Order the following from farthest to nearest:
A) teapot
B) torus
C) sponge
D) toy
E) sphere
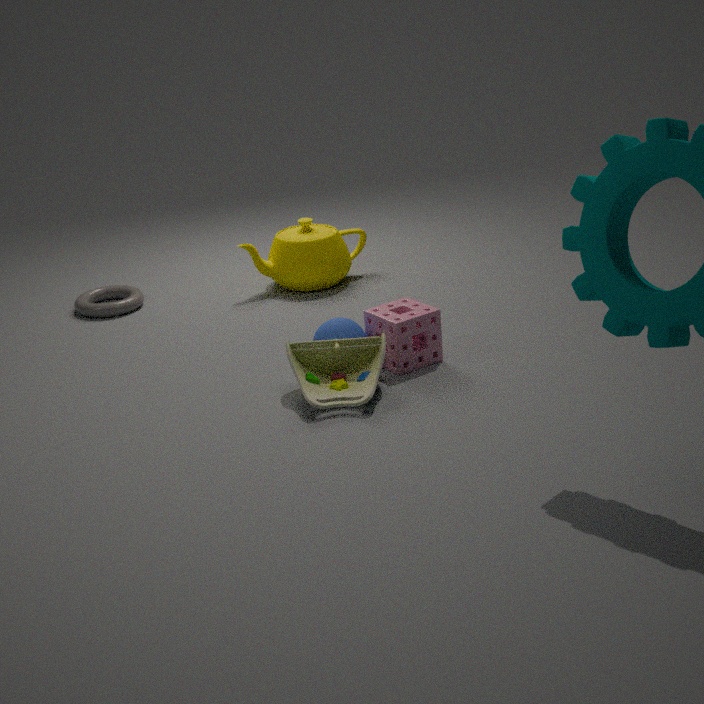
teapot → torus → sphere → sponge → toy
